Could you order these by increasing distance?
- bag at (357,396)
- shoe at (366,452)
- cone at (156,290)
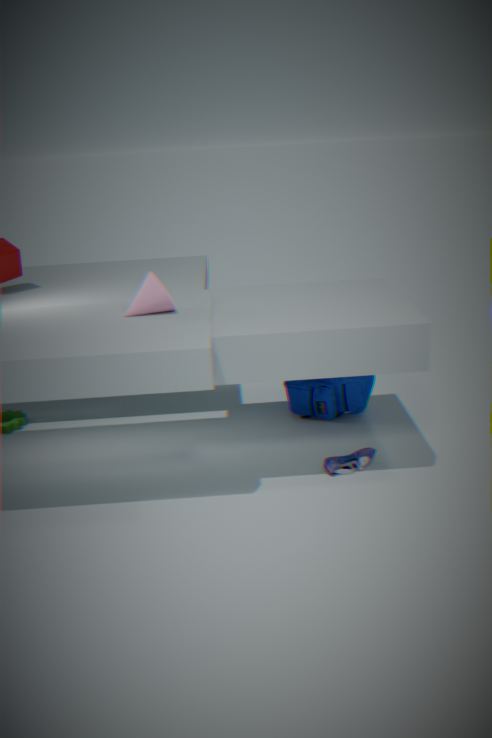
1. cone at (156,290)
2. shoe at (366,452)
3. bag at (357,396)
